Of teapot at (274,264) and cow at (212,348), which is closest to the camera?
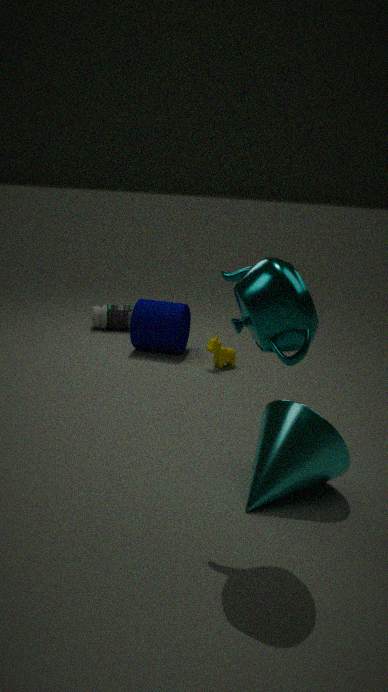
teapot at (274,264)
